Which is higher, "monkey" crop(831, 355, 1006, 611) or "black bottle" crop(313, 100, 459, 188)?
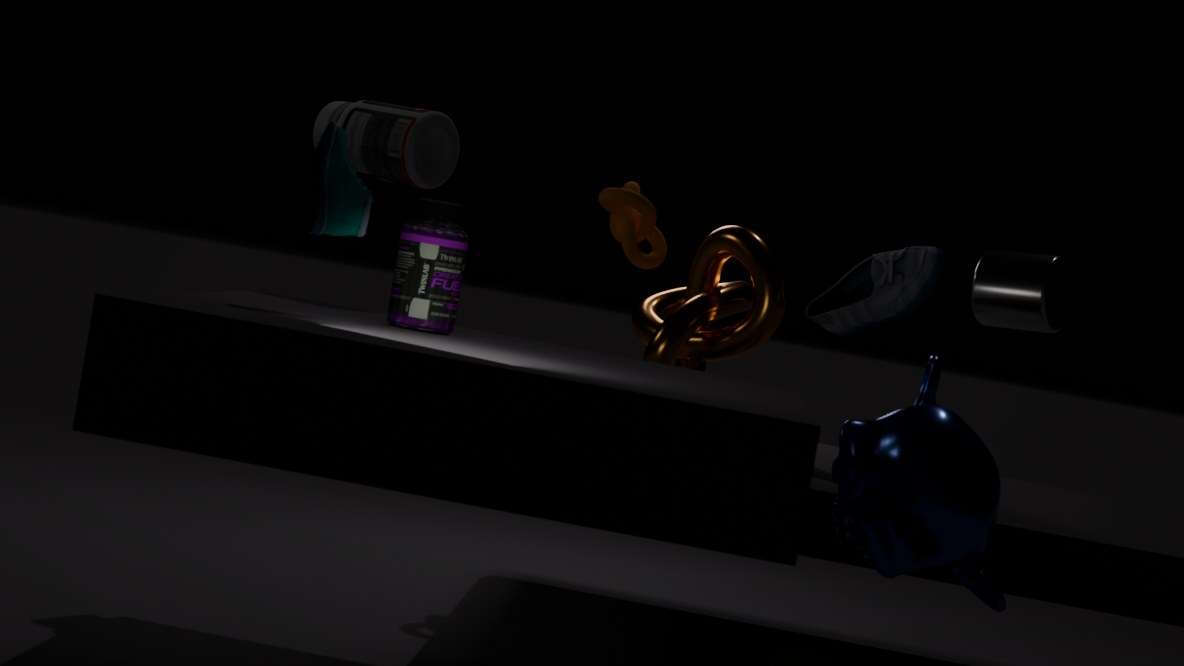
"black bottle" crop(313, 100, 459, 188)
